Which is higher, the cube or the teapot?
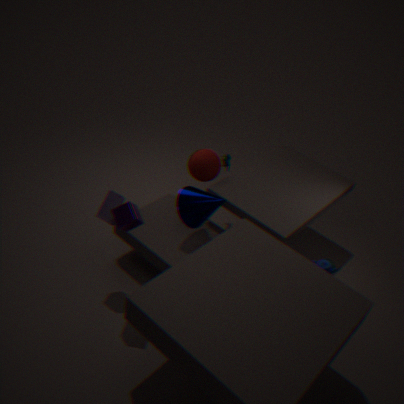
the cube
